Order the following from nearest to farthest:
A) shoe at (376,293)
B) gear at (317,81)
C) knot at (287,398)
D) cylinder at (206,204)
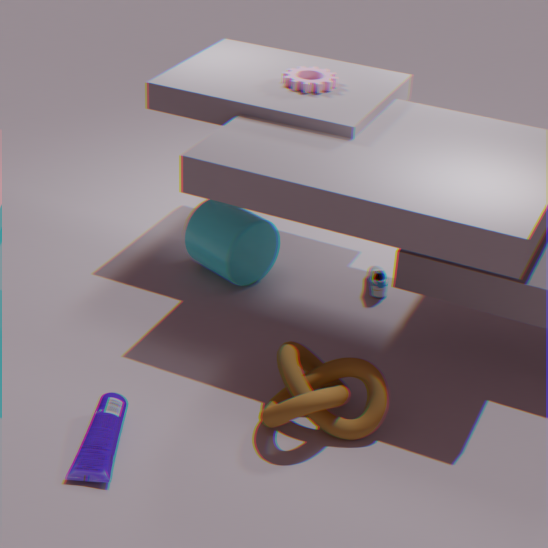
knot at (287,398) → cylinder at (206,204) → gear at (317,81) → shoe at (376,293)
